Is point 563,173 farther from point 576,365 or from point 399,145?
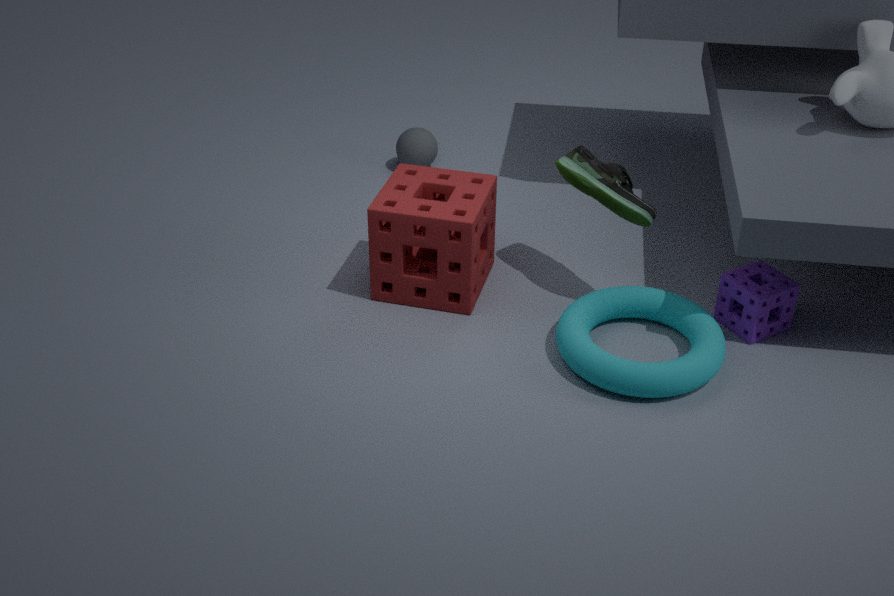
point 399,145
